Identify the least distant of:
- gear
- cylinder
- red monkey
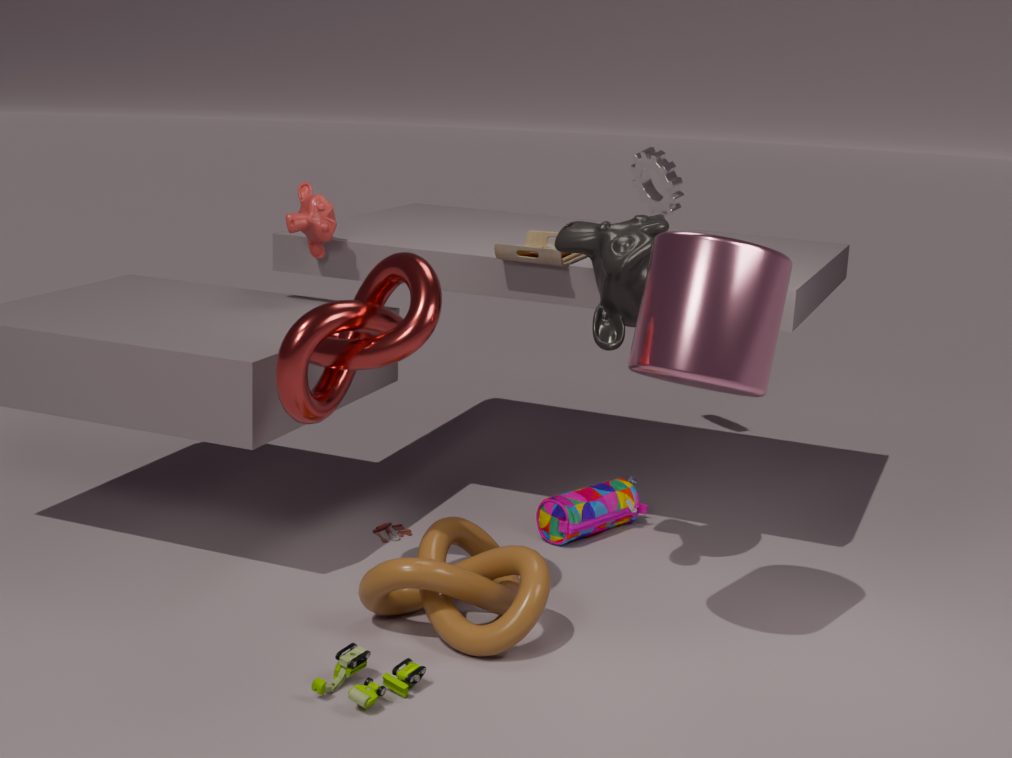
cylinder
